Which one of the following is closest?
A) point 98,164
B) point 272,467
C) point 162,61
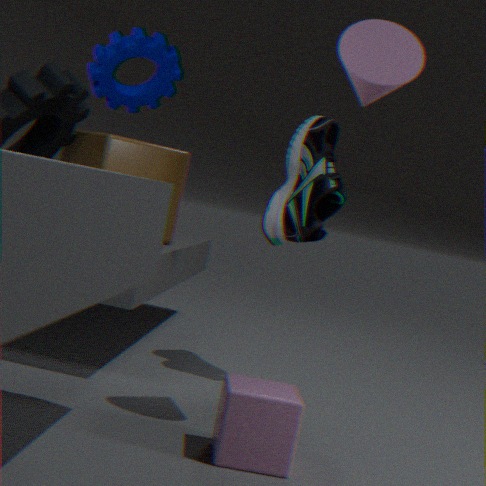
point 272,467
